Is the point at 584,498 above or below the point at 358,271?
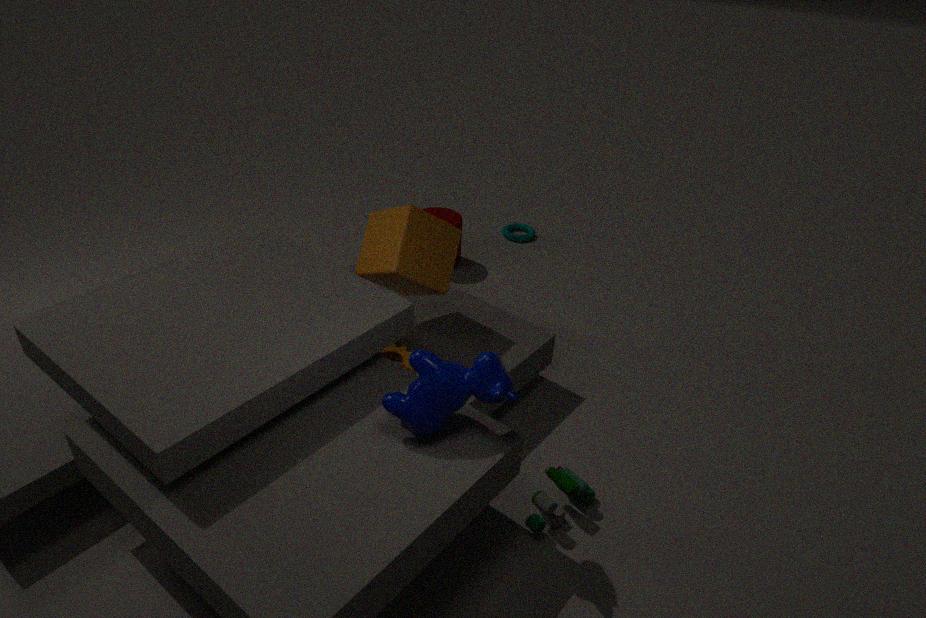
below
